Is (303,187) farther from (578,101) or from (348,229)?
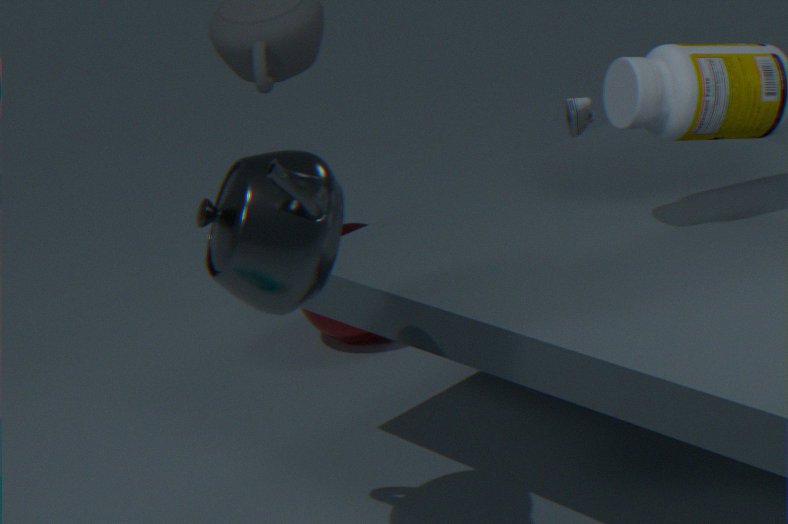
(578,101)
